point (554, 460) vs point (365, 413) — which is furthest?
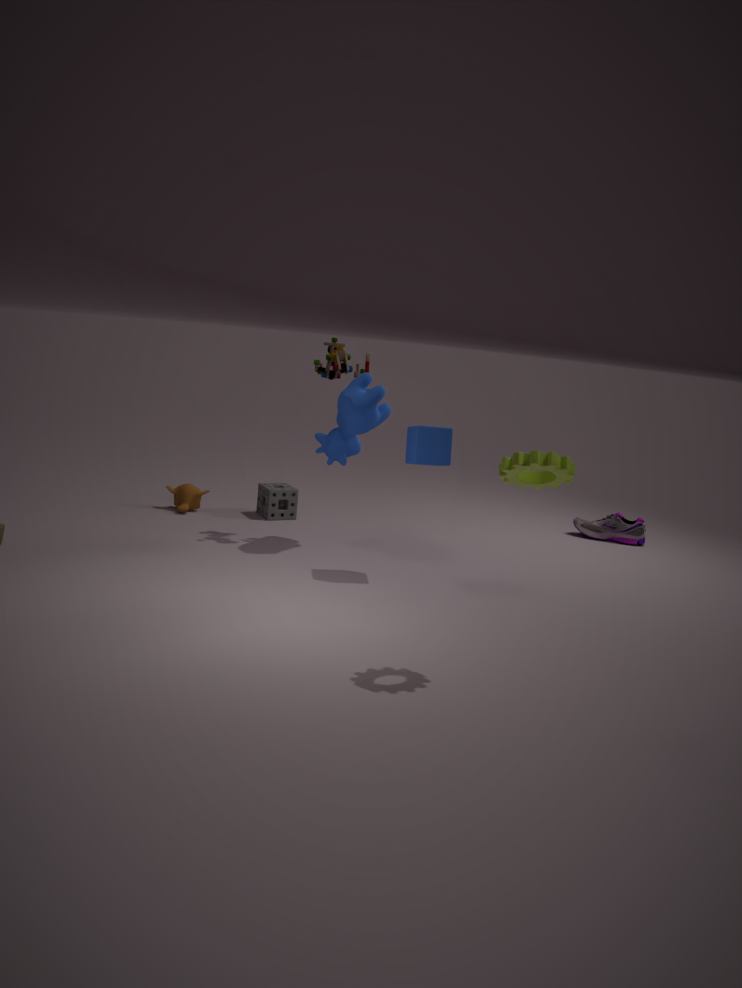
point (365, 413)
